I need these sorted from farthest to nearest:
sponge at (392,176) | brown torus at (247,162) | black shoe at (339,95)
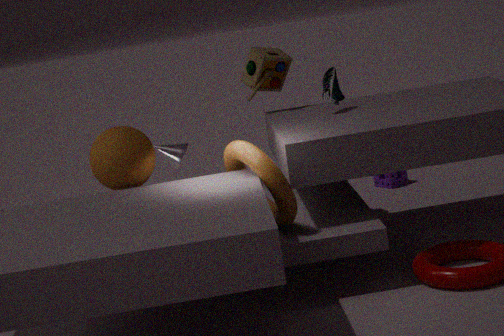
sponge at (392,176)
black shoe at (339,95)
brown torus at (247,162)
